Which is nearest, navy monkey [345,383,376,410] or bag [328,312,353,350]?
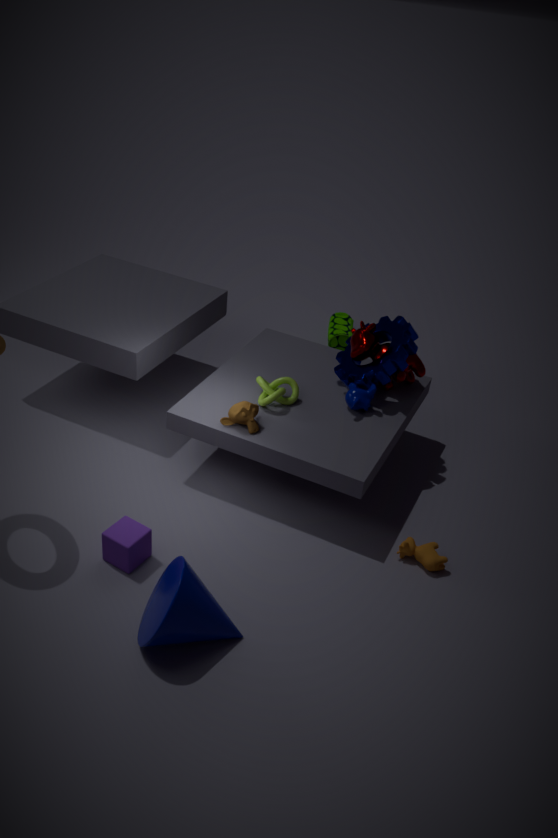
navy monkey [345,383,376,410]
